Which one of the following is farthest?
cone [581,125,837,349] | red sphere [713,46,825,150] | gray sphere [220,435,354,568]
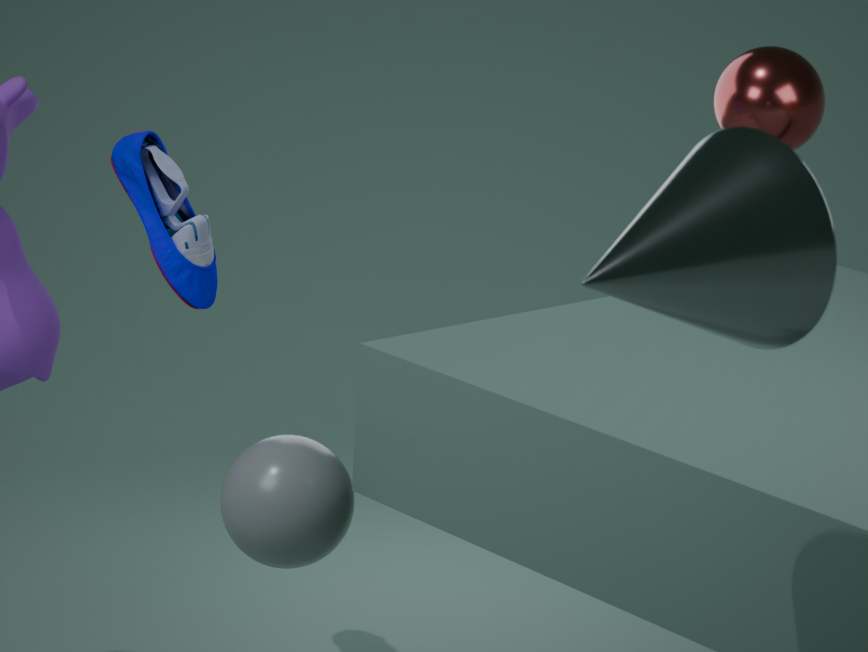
red sphere [713,46,825,150]
